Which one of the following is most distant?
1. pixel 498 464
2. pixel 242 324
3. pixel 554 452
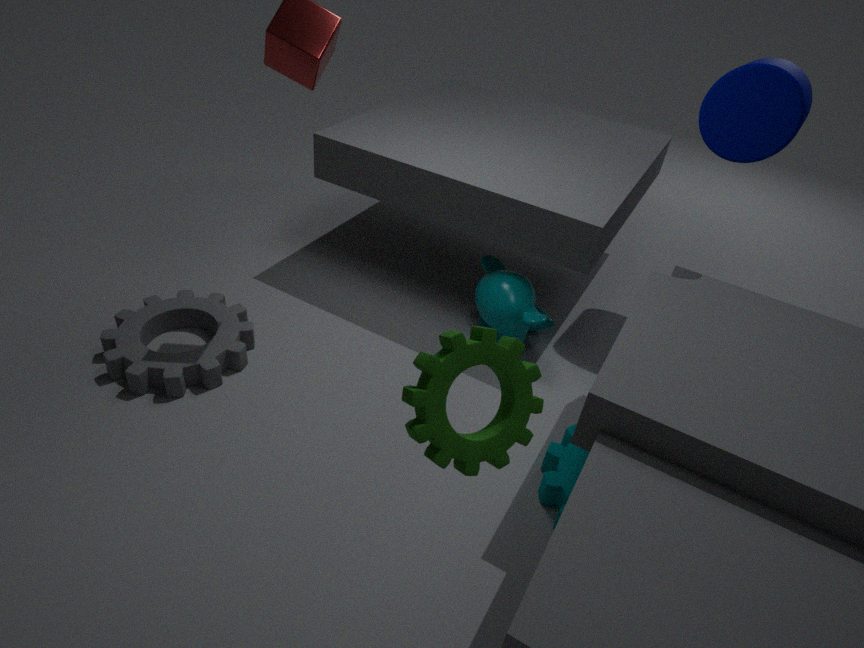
pixel 242 324
